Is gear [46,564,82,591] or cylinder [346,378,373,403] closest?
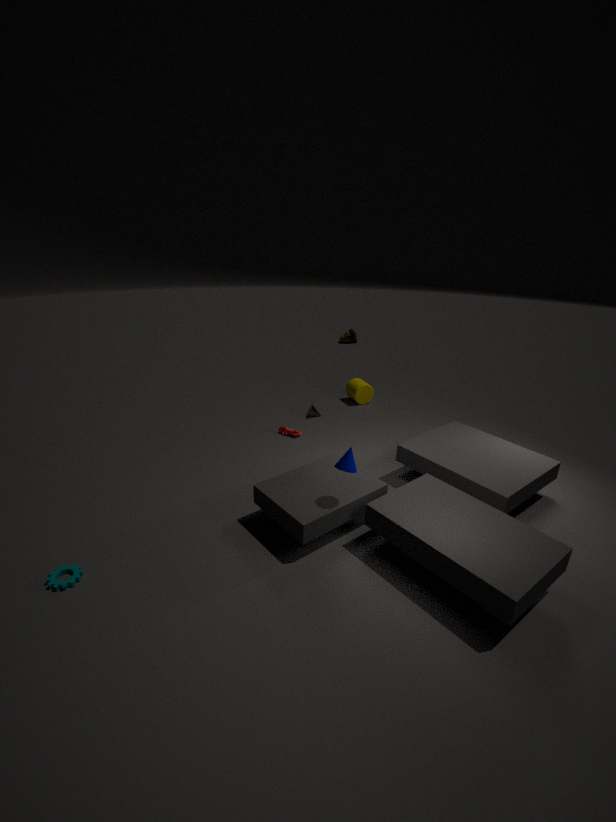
gear [46,564,82,591]
